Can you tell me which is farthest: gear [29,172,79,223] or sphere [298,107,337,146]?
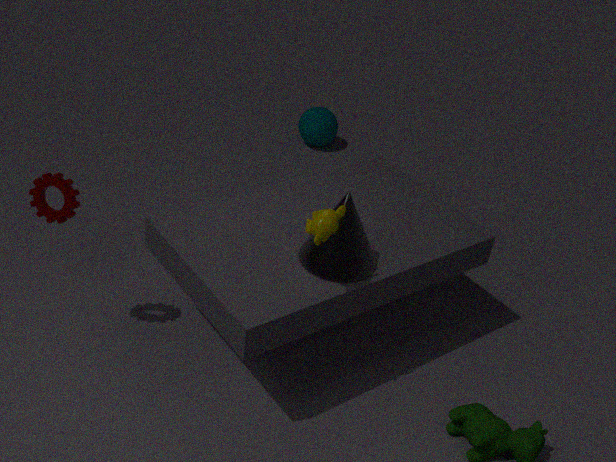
sphere [298,107,337,146]
